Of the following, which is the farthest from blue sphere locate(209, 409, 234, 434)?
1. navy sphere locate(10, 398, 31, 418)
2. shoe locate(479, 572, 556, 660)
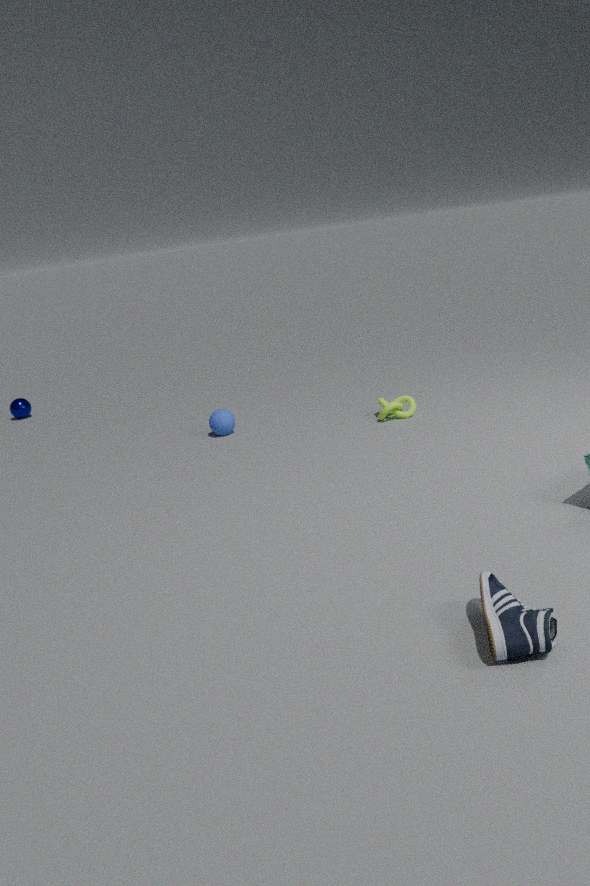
shoe locate(479, 572, 556, 660)
